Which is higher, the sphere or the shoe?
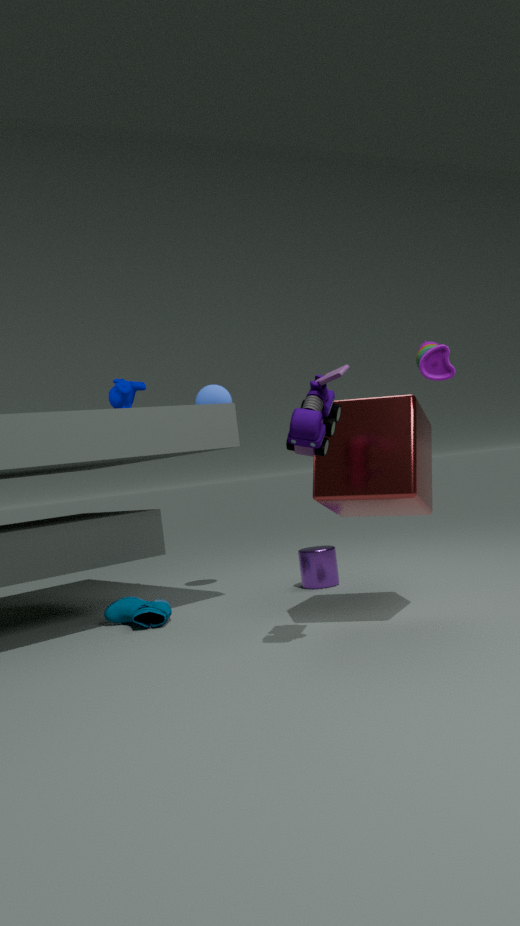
the sphere
